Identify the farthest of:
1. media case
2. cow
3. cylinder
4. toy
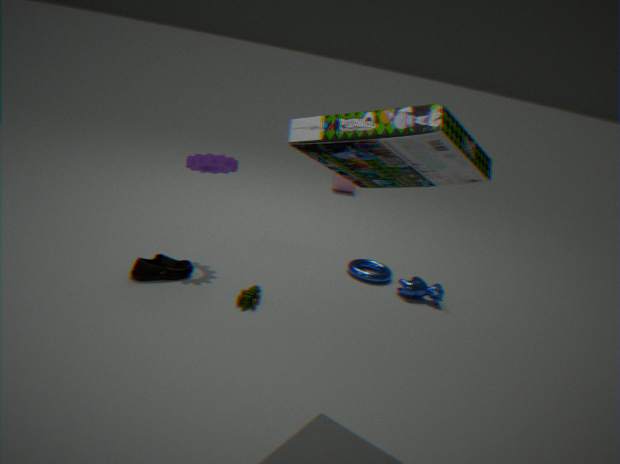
cylinder
